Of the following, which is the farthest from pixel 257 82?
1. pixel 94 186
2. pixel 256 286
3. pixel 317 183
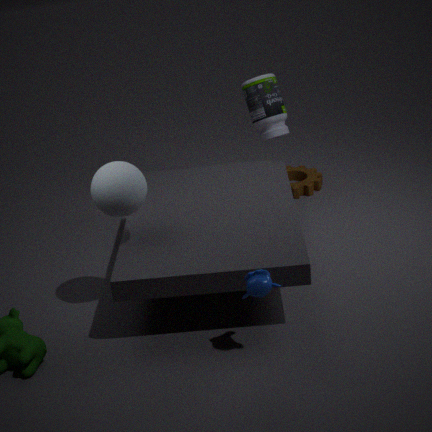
pixel 256 286
